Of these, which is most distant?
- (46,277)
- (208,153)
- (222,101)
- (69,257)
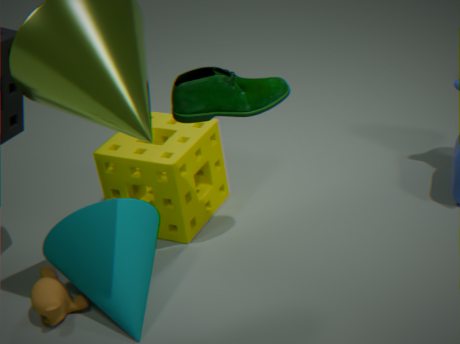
(208,153)
